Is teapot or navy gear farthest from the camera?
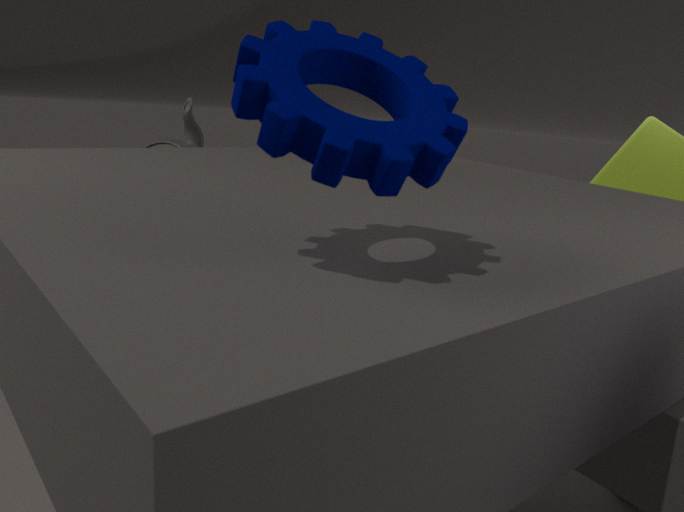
teapot
